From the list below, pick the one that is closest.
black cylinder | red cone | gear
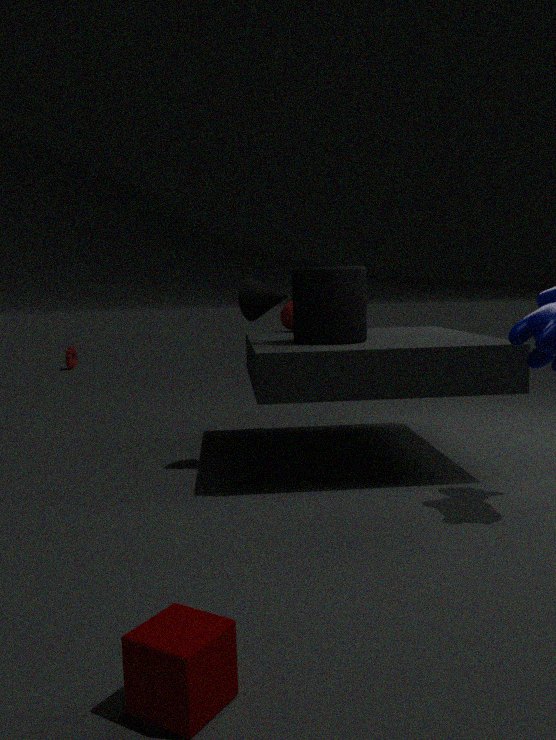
black cylinder
